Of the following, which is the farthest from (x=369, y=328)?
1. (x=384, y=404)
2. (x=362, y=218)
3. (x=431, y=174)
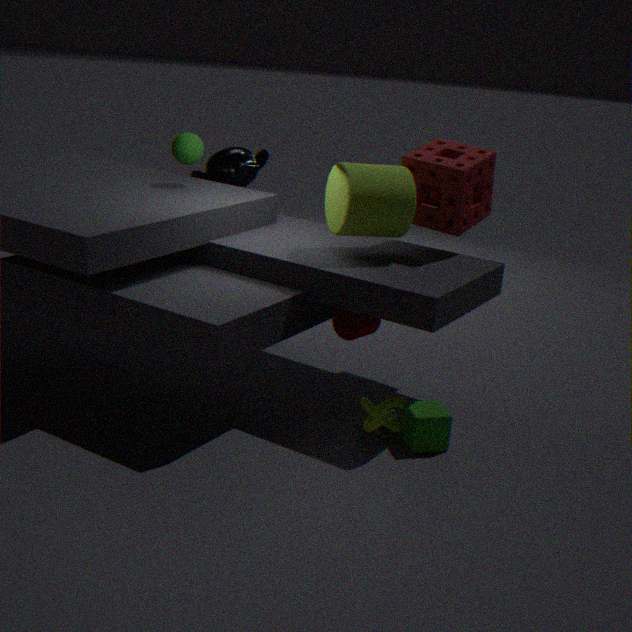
(x=431, y=174)
